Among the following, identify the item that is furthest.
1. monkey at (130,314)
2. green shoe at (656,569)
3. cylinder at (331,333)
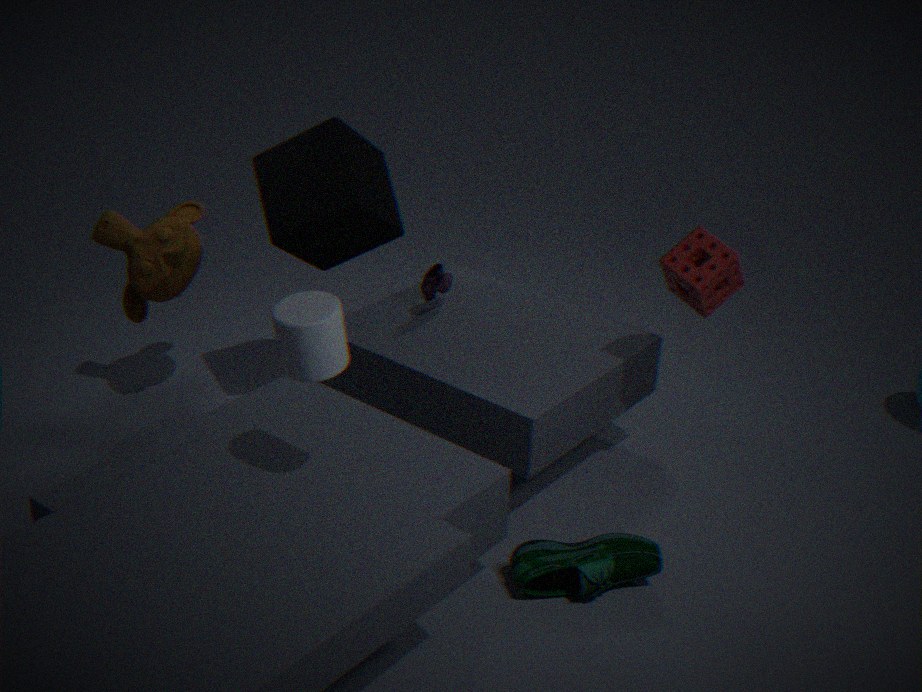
monkey at (130,314)
